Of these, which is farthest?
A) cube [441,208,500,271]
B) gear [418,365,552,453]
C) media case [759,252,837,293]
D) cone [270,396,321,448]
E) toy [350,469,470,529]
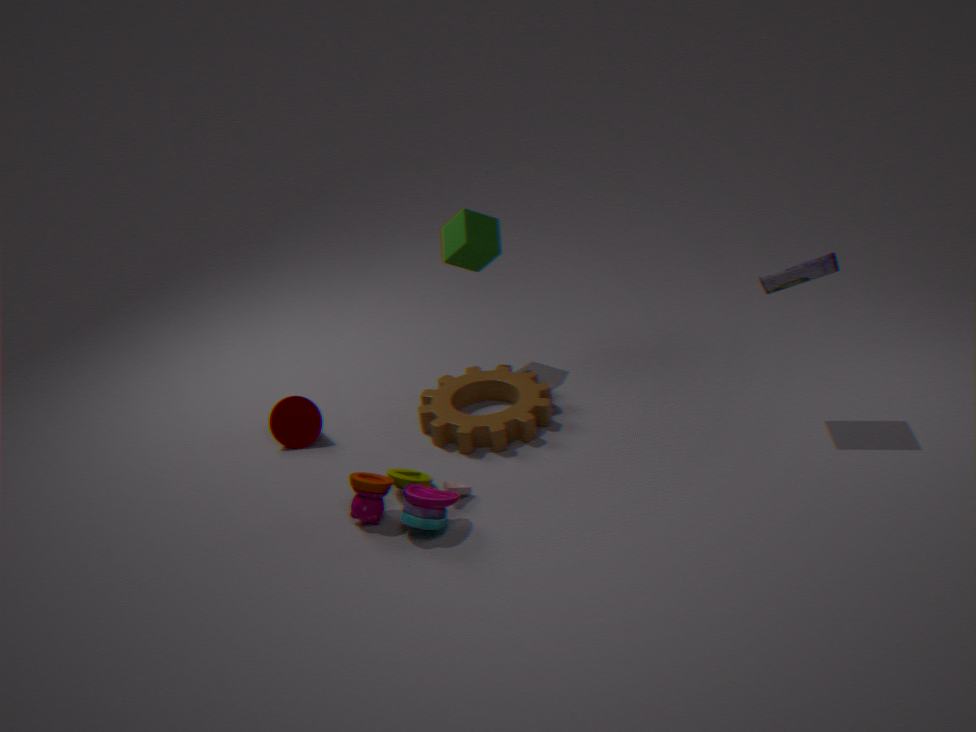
cube [441,208,500,271]
